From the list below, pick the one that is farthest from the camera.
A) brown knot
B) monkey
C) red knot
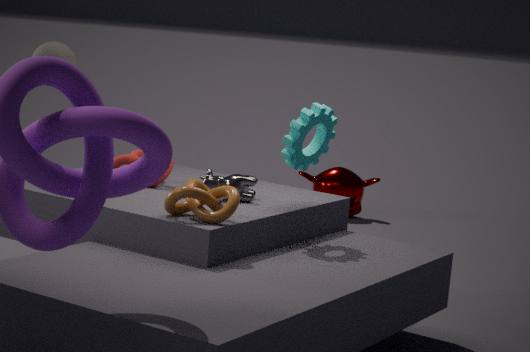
monkey
